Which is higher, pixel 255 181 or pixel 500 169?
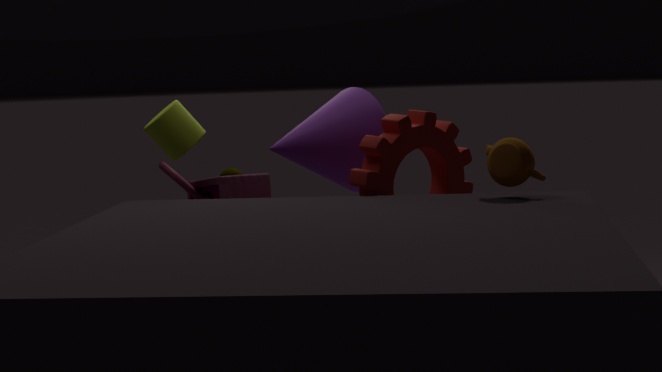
pixel 500 169
